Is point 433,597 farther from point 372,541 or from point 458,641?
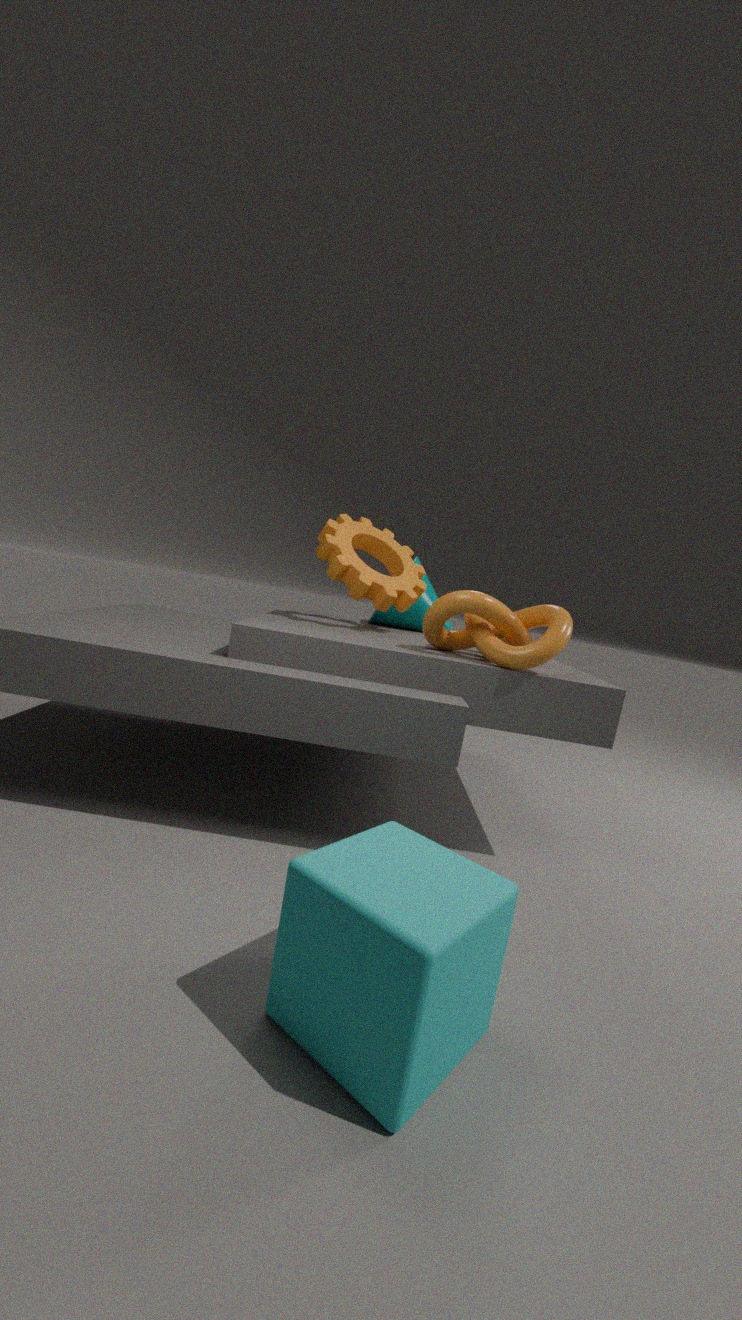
point 458,641
